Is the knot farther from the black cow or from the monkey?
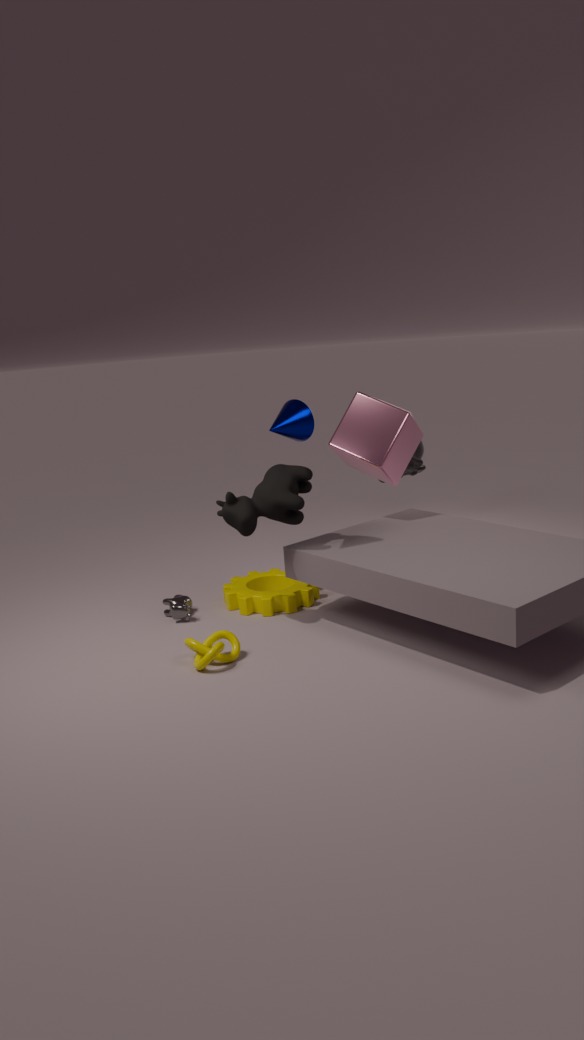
the monkey
